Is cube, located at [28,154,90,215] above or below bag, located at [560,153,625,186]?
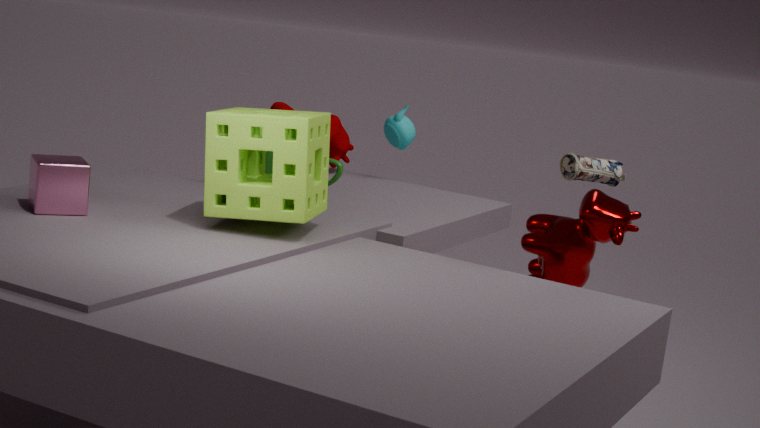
below
